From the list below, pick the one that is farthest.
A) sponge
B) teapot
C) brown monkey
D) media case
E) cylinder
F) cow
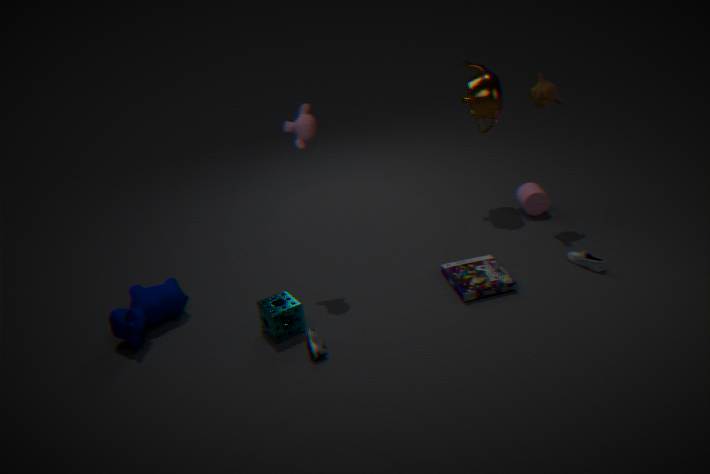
cylinder
